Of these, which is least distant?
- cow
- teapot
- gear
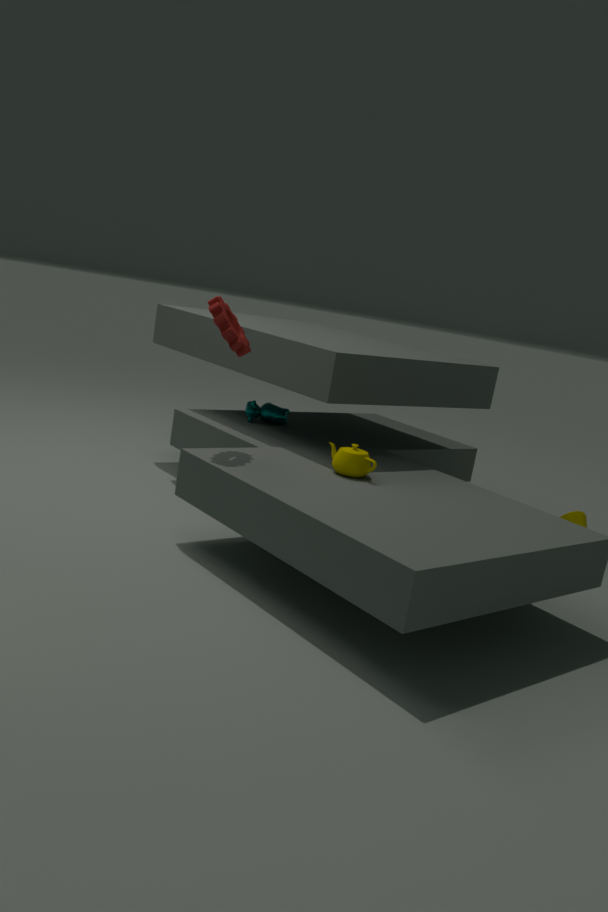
gear
